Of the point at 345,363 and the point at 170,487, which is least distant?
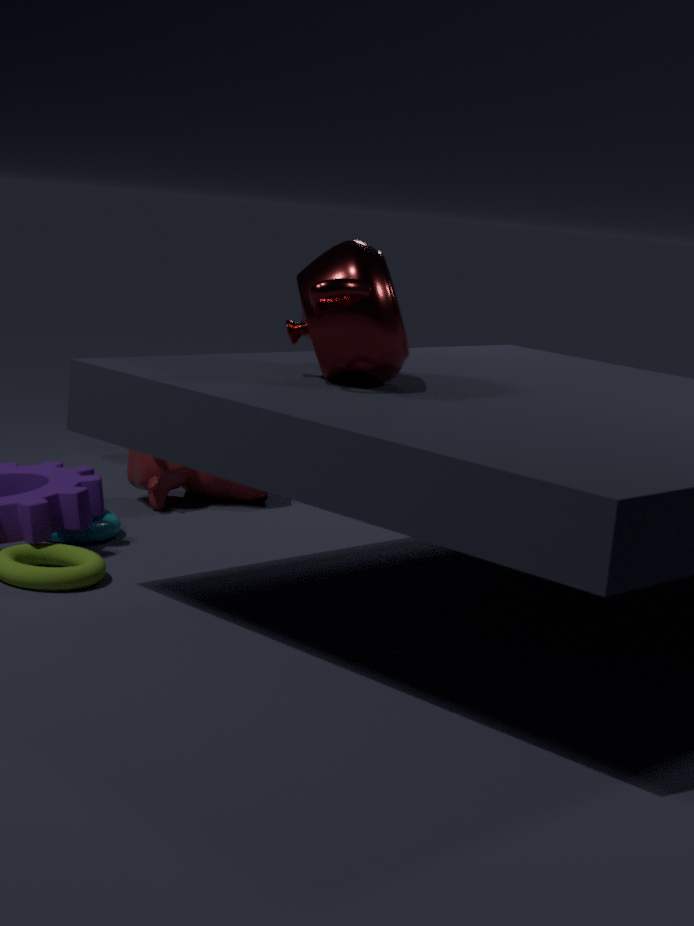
the point at 345,363
